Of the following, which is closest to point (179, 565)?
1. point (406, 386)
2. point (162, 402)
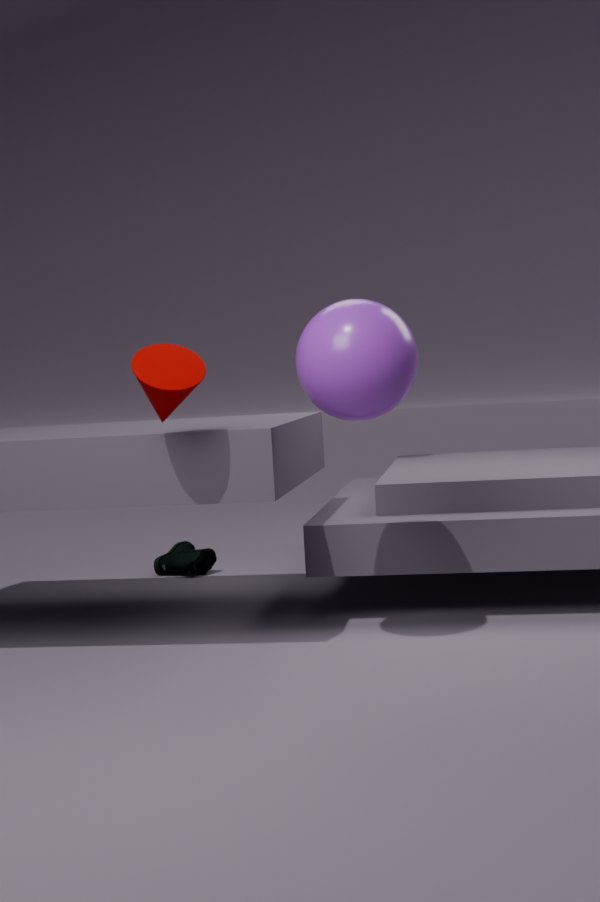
point (162, 402)
